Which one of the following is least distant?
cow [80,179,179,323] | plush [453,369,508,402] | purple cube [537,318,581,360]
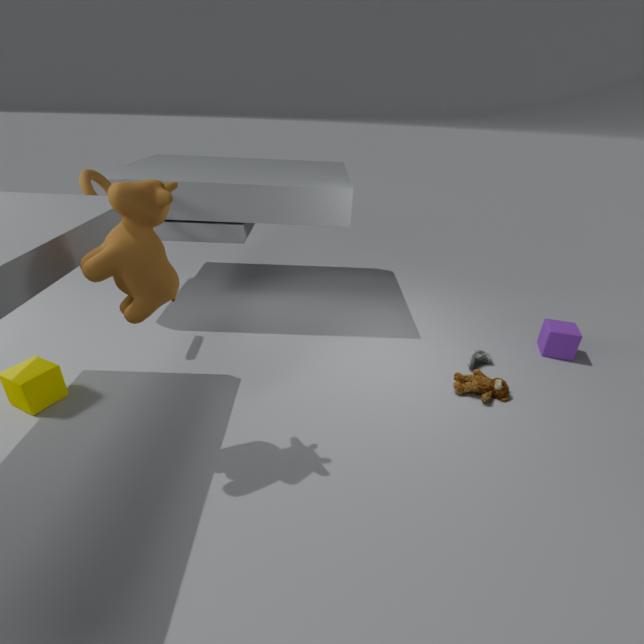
cow [80,179,179,323]
